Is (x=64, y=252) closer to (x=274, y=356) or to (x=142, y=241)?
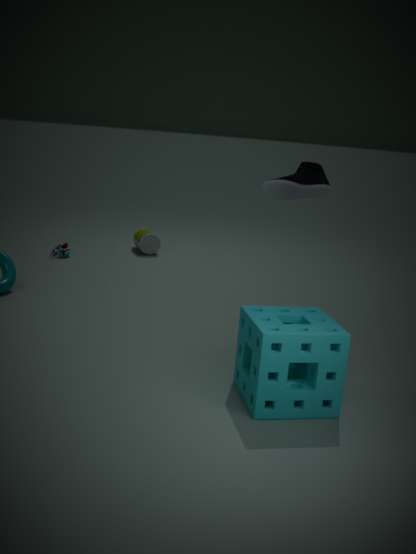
(x=142, y=241)
